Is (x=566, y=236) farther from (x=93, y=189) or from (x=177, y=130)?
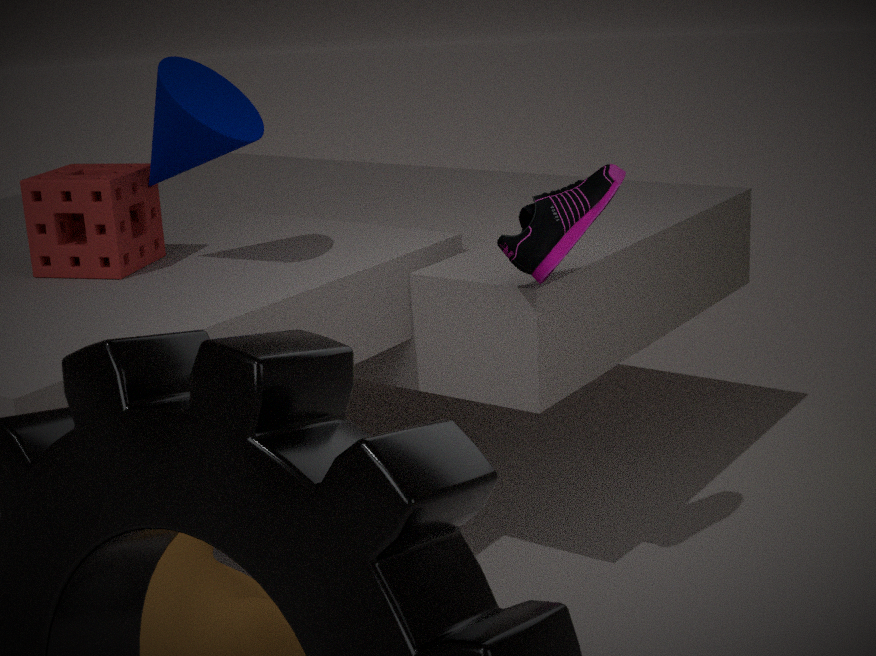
(x=93, y=189)
